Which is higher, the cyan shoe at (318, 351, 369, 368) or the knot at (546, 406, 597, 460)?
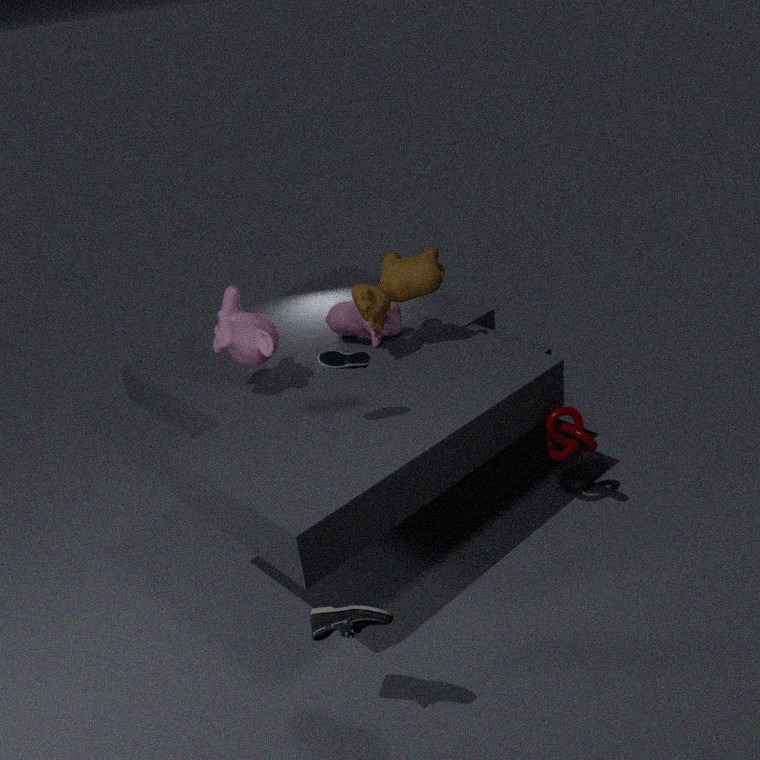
the cyan shoe at (318, 351, 369, 368)
